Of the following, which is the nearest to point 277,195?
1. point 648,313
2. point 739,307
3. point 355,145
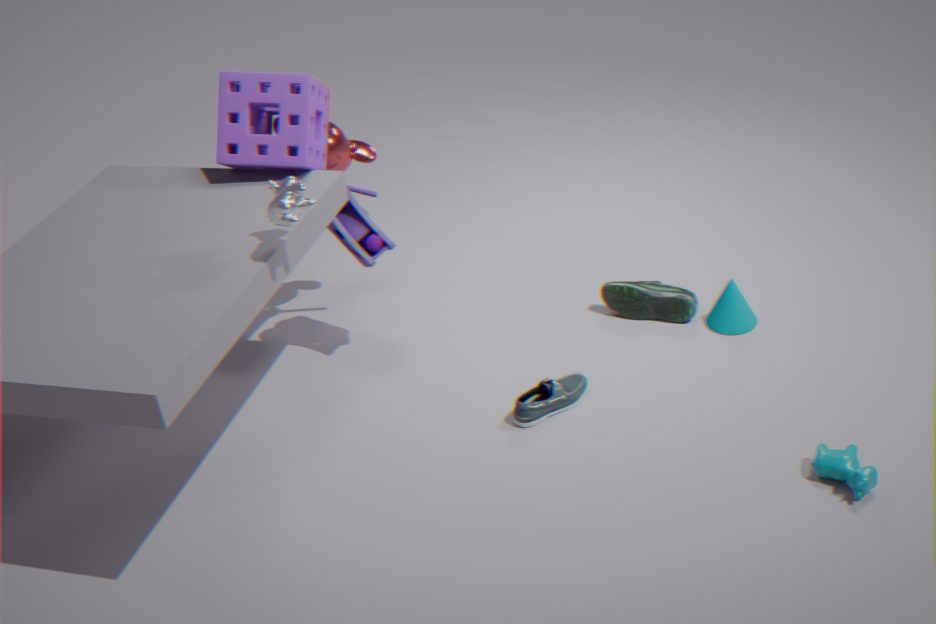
point 355,145
